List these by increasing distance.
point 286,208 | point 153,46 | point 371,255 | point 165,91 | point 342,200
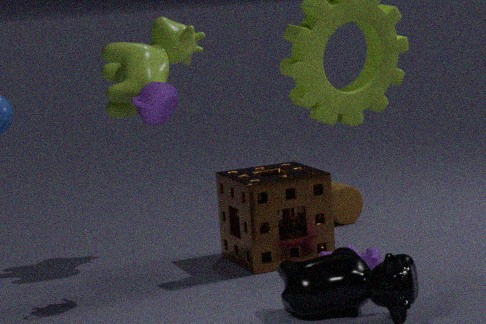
point 165,91, point 371,255, point 286,208, point 153,46, point 342,200
